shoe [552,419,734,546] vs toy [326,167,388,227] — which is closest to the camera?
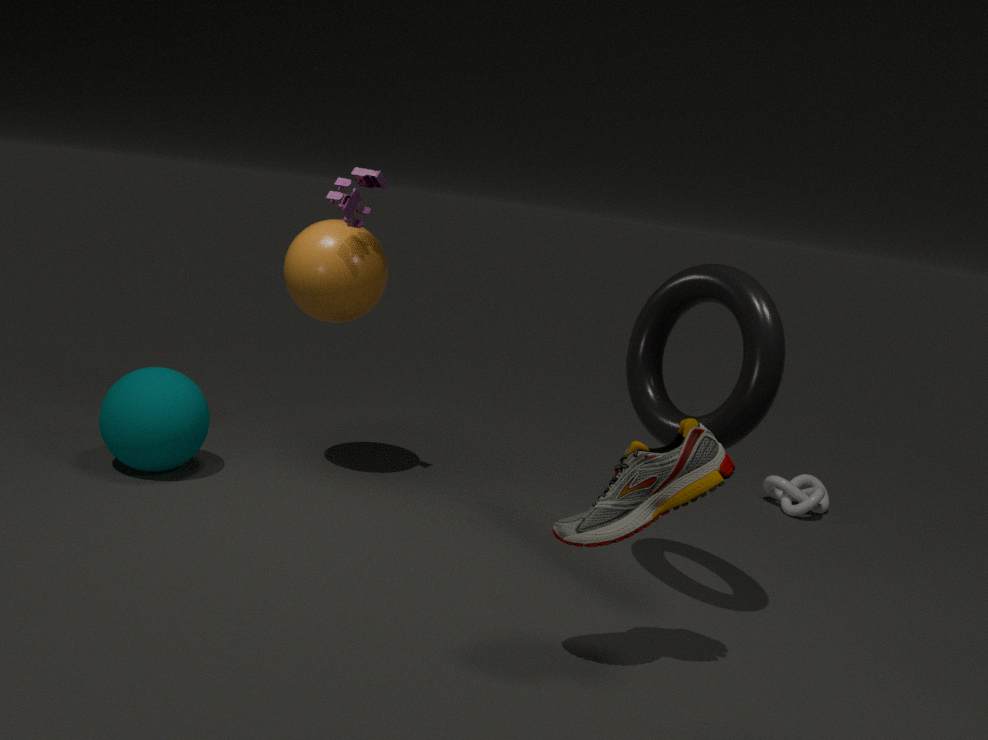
shoe [552,419,734,546]
